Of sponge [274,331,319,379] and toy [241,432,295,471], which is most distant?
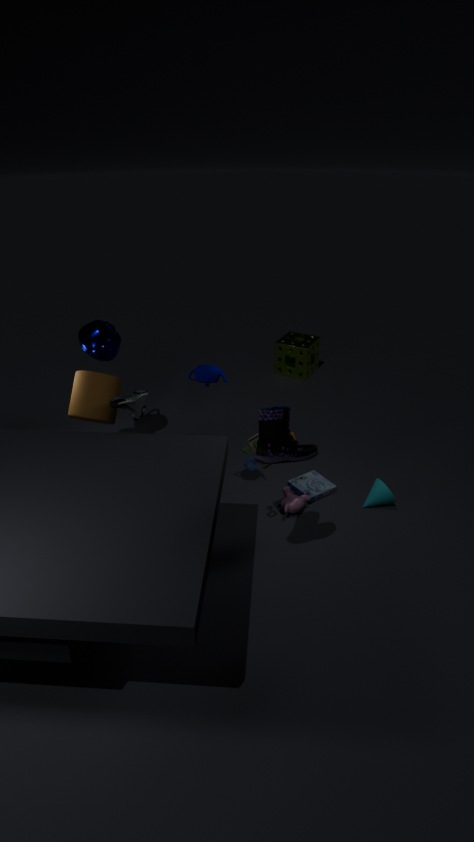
sponge [274,331,319,379]
